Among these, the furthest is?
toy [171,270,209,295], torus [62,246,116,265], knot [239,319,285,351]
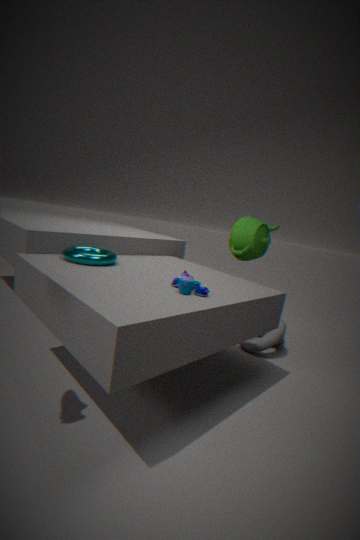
knot [239,319,285,351]
